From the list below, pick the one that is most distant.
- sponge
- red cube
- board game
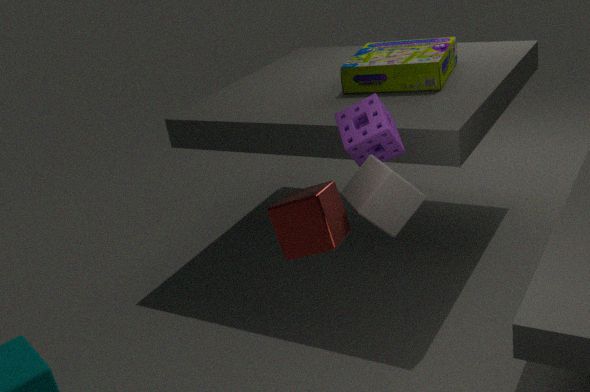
board game
